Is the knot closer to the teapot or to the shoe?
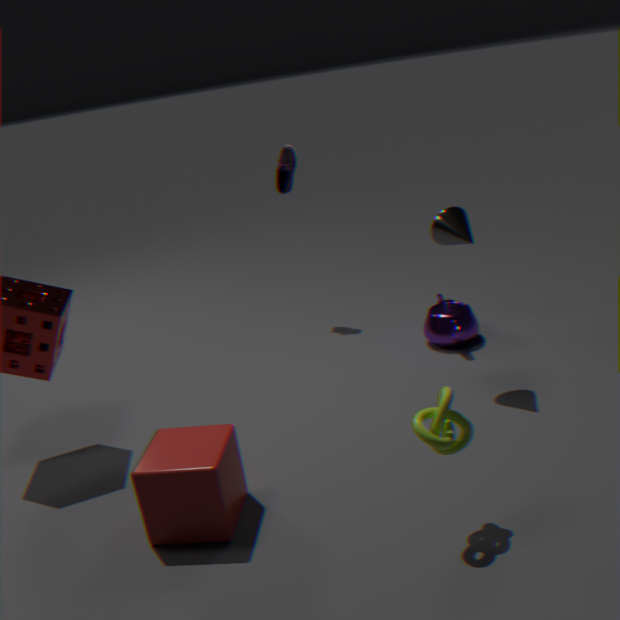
the teapot
